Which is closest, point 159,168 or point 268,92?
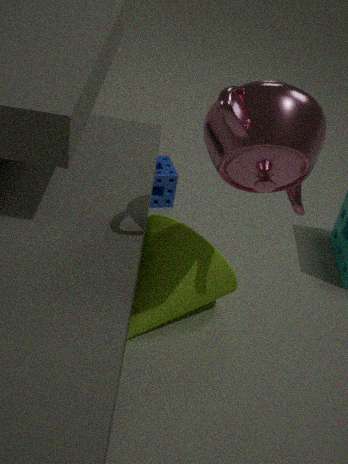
point 268,92
